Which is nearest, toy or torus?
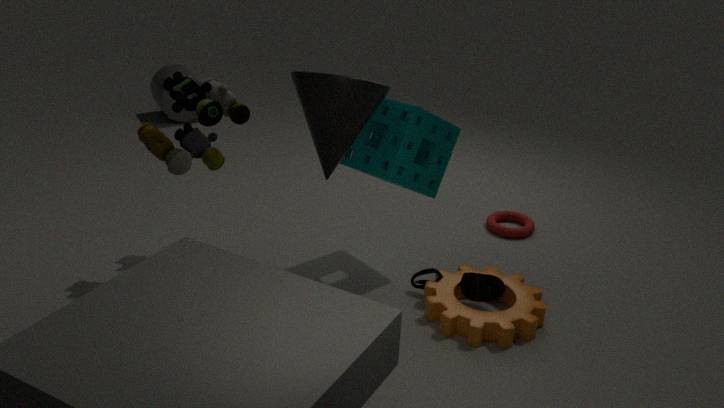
toy
